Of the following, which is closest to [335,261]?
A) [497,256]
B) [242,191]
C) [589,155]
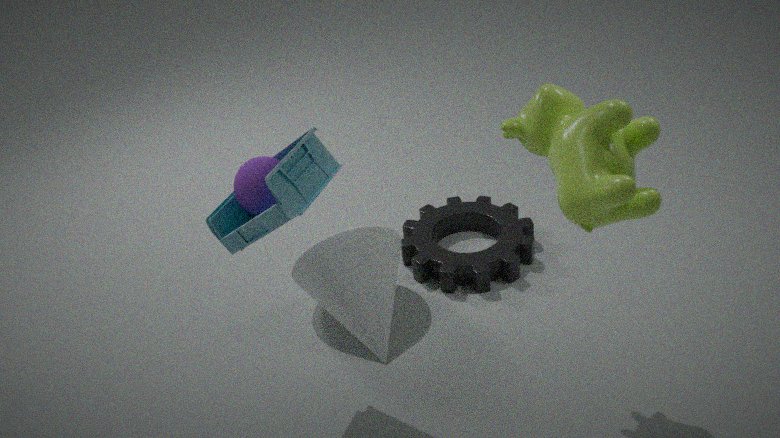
[497,256]
